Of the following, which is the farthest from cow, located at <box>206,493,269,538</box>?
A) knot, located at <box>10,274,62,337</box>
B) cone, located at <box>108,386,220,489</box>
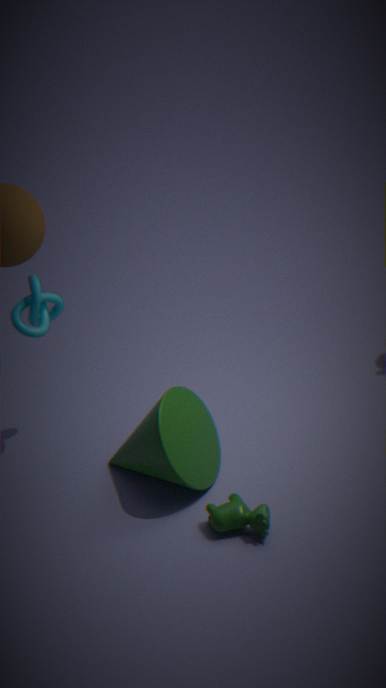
knot, located at <box>10,274,62,337</box>
